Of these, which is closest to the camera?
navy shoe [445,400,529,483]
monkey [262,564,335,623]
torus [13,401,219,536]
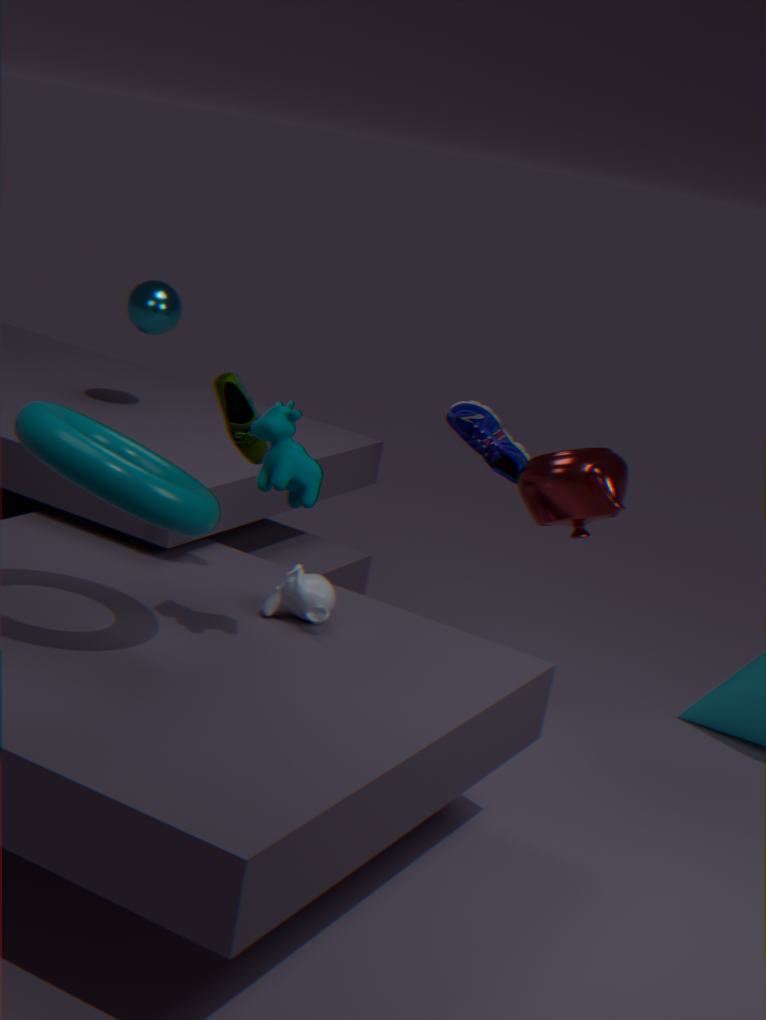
torus [13,401,219,536]
